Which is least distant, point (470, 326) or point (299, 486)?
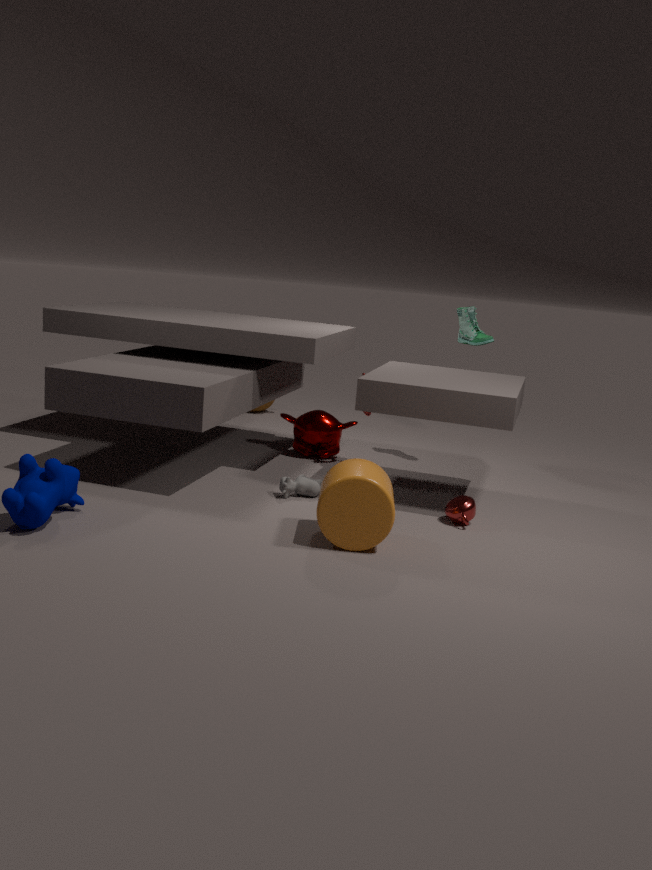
point (299, 486)
